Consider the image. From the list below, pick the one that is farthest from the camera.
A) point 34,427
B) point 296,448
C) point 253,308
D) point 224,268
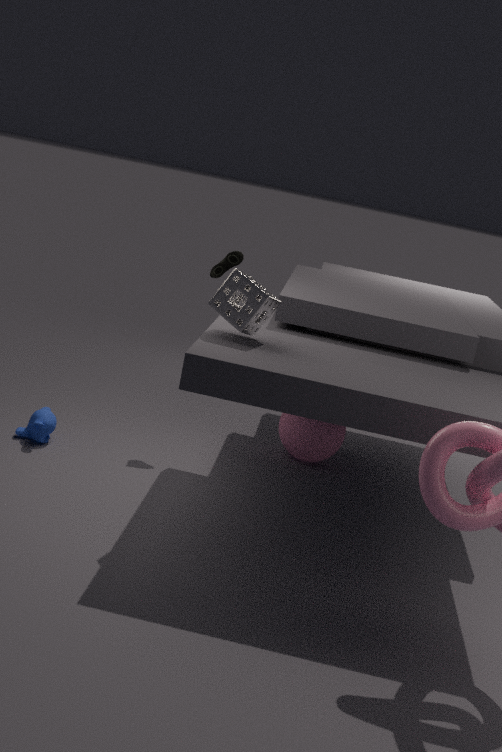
point 296,448
